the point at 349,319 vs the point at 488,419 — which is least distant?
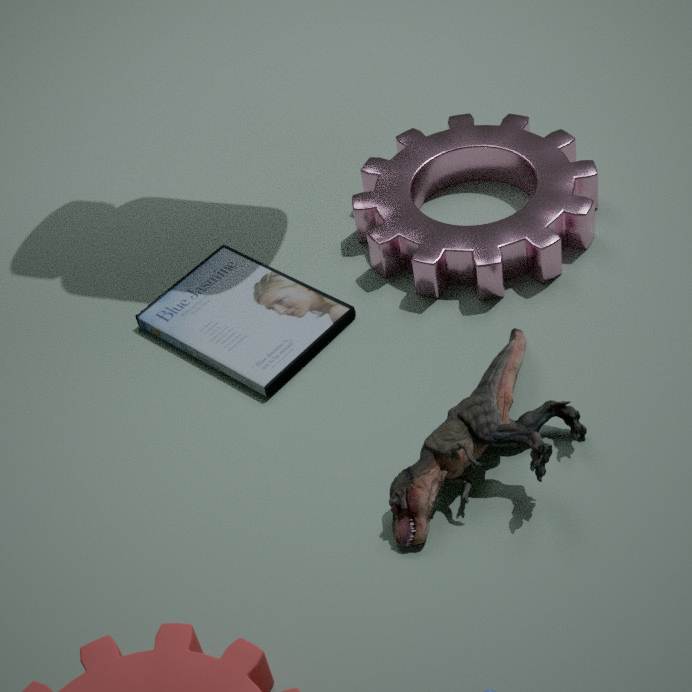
the point at 488,419
